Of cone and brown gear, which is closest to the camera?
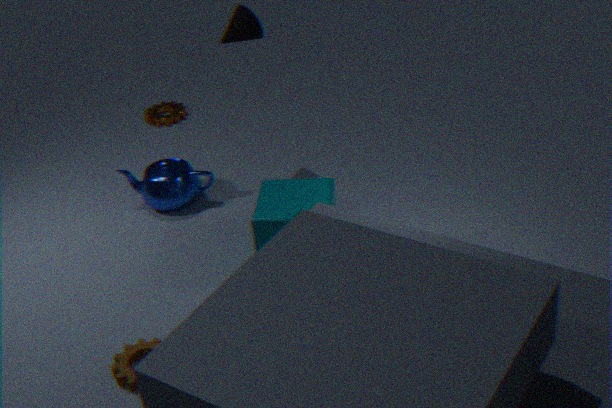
brown gear
